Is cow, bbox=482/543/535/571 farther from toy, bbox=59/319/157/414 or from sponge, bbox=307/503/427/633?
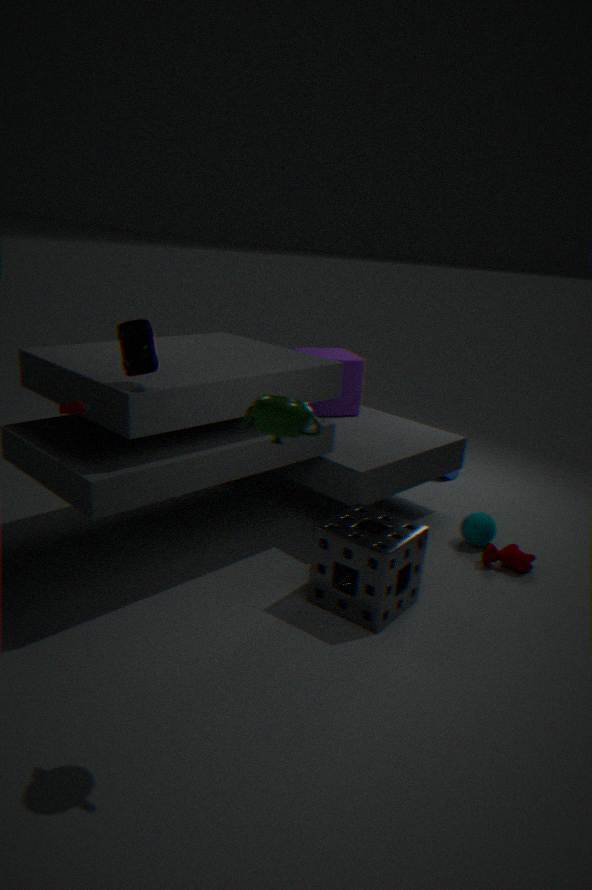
toy, bbox=59/319/157/414
